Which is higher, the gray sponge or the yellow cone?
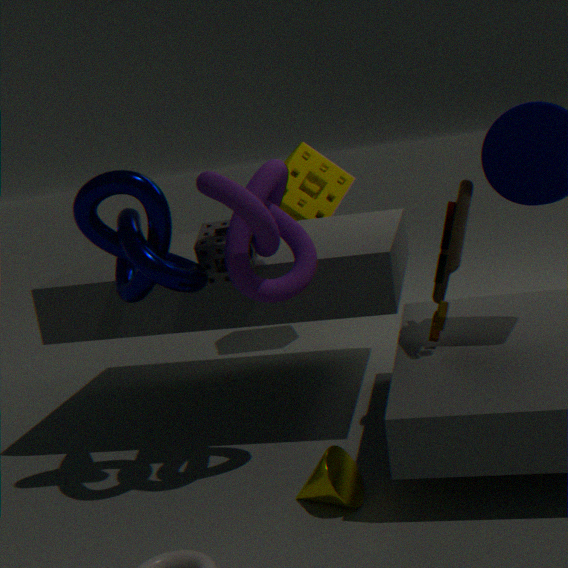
the gray sponge
